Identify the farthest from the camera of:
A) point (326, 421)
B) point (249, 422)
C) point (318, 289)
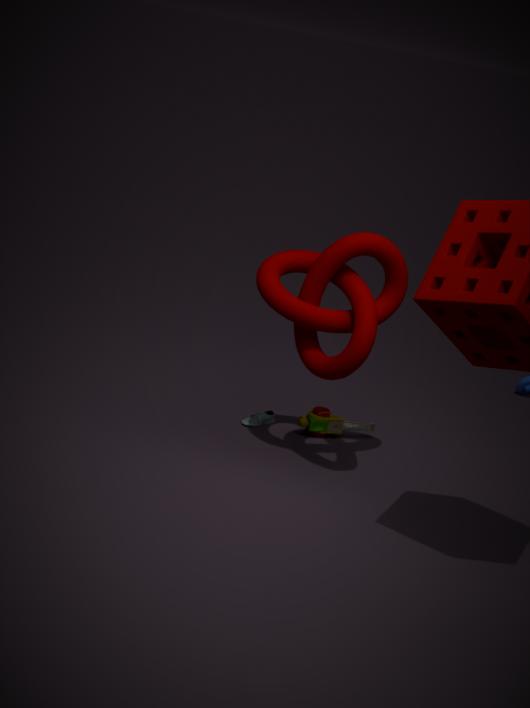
point (326, 421)
